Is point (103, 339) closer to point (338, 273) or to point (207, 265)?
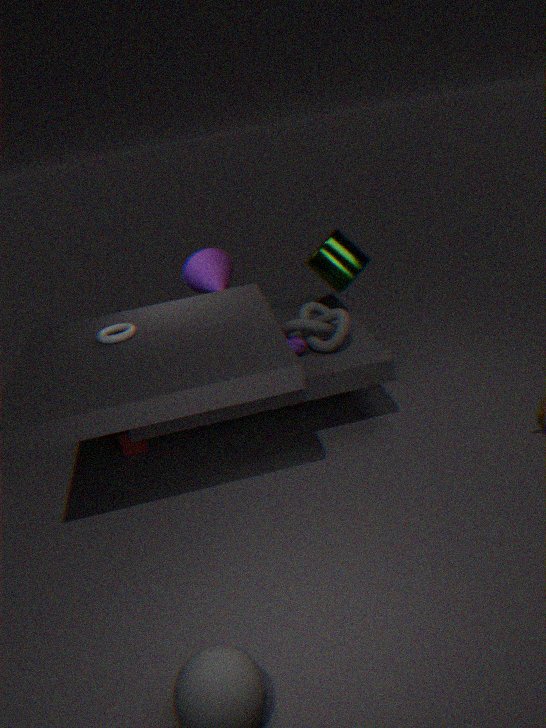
point (207, 265)
